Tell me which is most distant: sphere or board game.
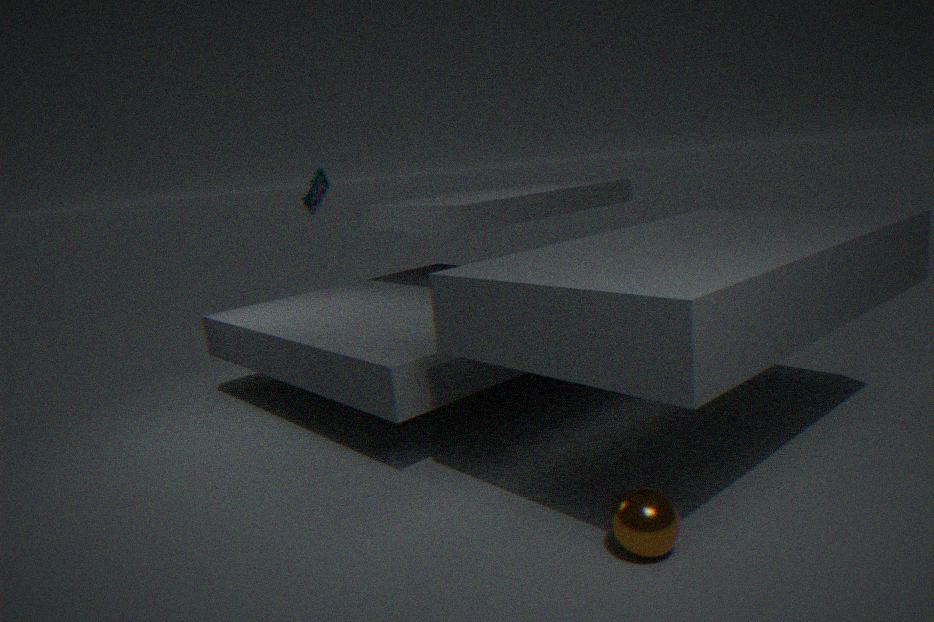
board game
